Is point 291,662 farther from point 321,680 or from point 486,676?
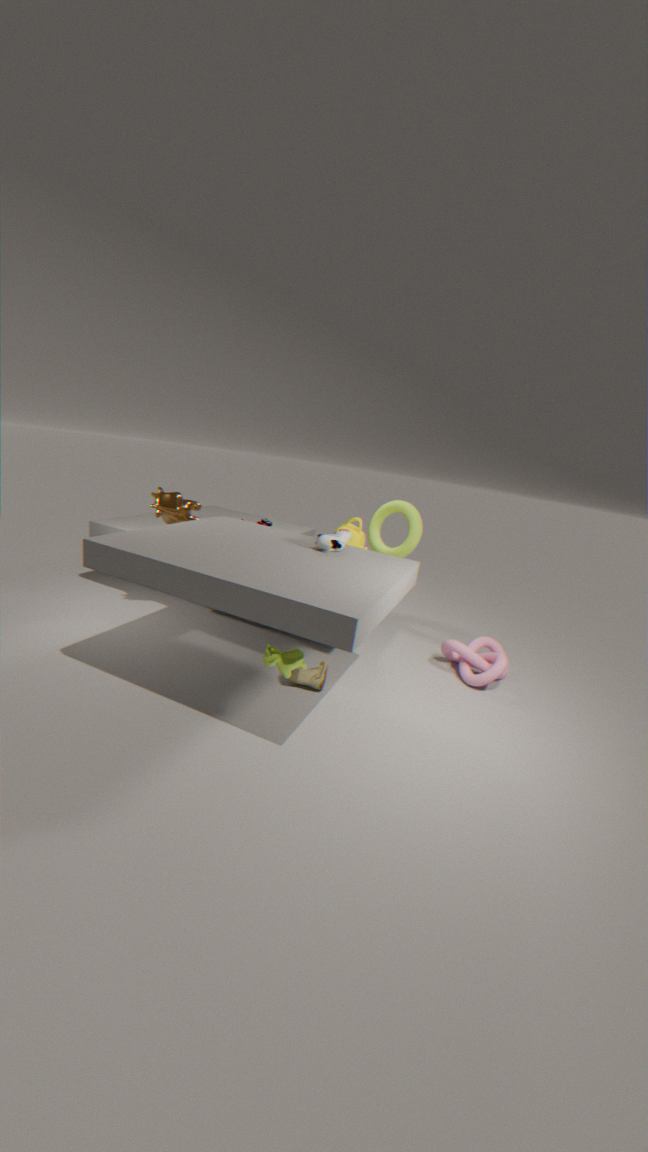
point 486,676
